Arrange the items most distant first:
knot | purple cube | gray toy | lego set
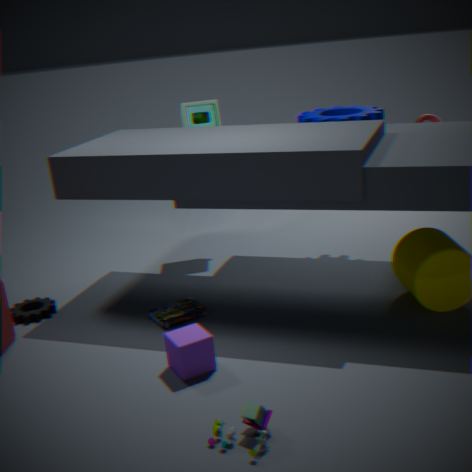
1. knot
2. lego set
3. purple cube
4. gray toy
